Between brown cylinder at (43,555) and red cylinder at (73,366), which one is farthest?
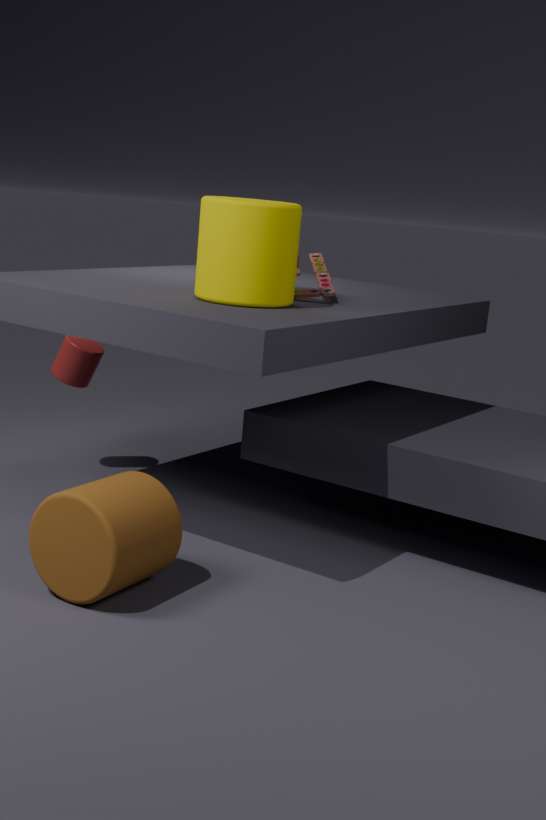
red cylinder at (73,366)
